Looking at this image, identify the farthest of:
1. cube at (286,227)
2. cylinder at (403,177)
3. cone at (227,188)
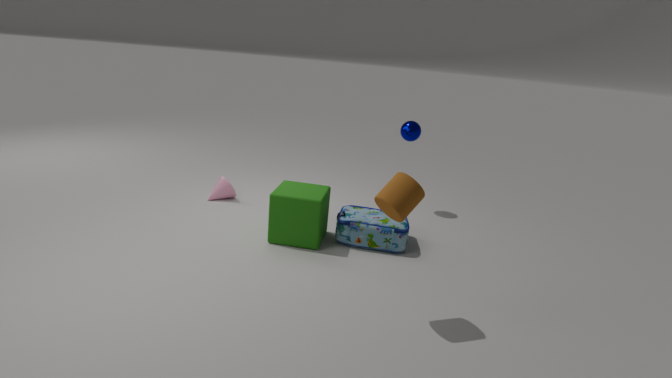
cone at (227,188)
